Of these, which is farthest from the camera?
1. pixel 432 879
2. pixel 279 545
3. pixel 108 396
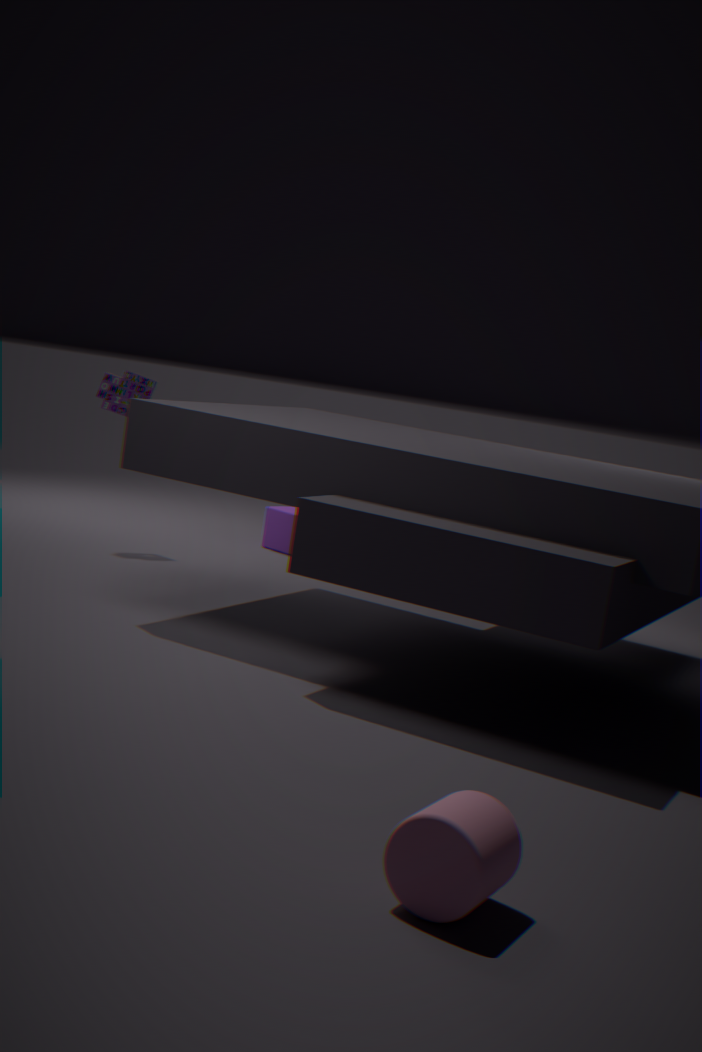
pixel 279 545
